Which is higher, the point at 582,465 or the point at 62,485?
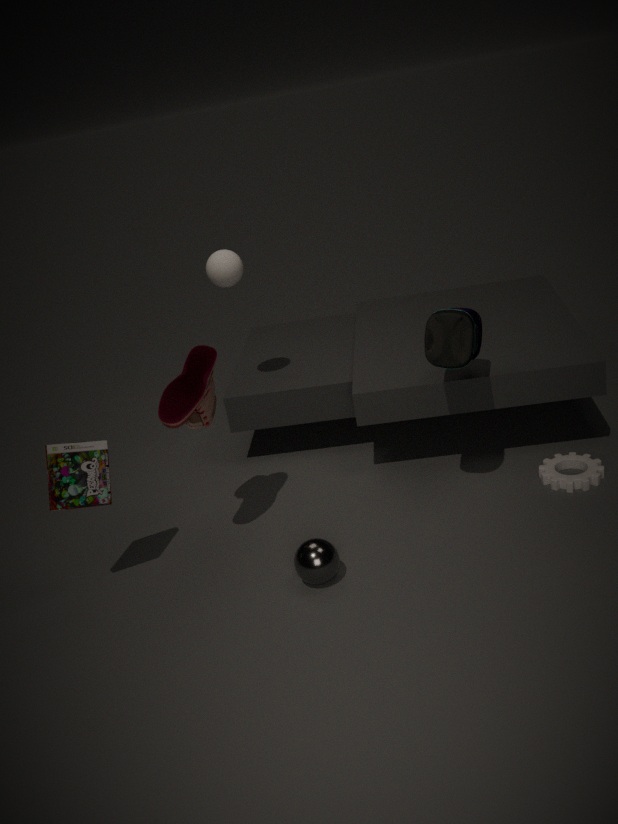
the point at 62,485
